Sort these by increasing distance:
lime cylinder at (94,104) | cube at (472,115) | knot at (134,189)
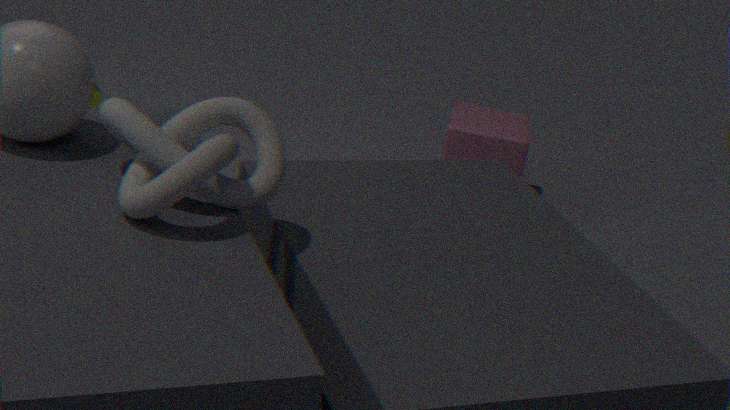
knot at (134,189), cube at (472,115), lime cylinder at (94,104)
